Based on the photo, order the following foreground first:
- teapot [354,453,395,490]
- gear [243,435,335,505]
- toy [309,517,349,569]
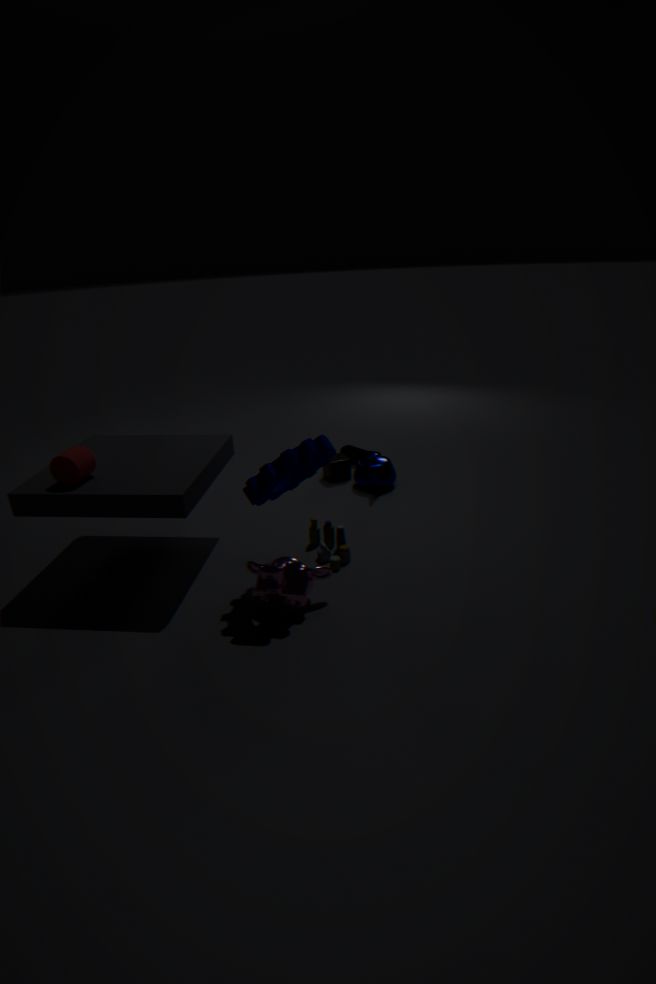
gear [243,435,335,505]
toy [309,517,349,569]
teapot [354,453,395,490]
